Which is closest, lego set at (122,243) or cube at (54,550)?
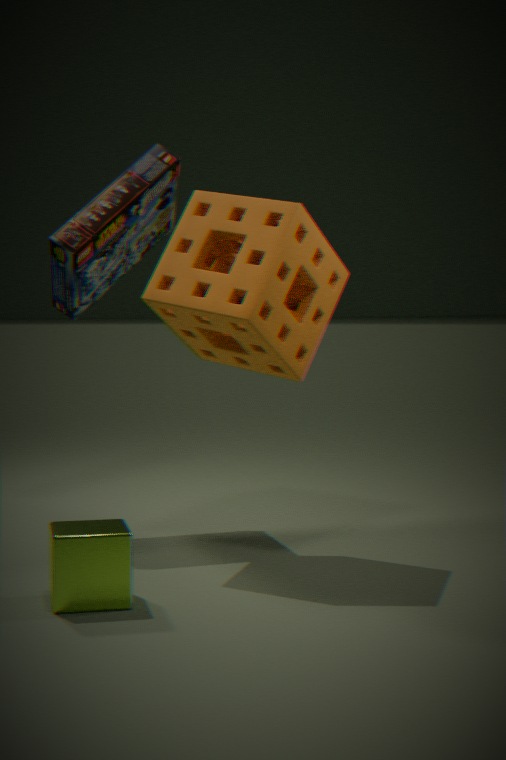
cube at (54,550)
